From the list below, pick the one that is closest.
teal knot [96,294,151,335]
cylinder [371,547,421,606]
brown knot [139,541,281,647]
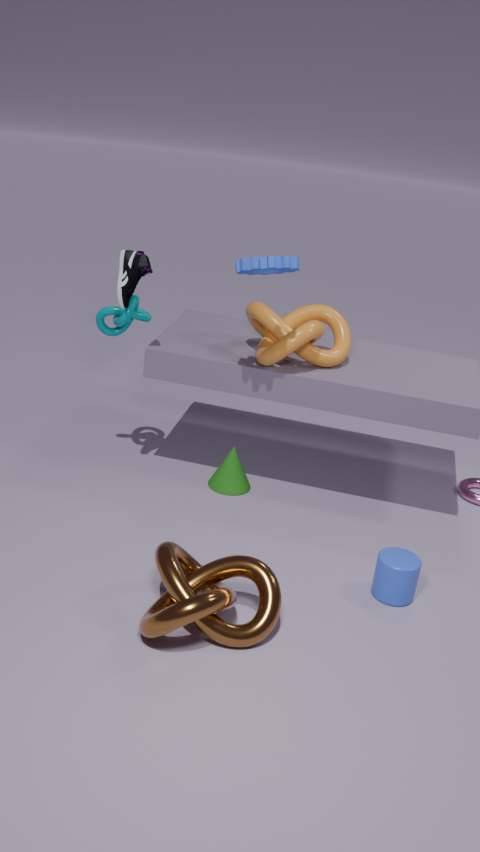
brown knot [139,541,281,647]
